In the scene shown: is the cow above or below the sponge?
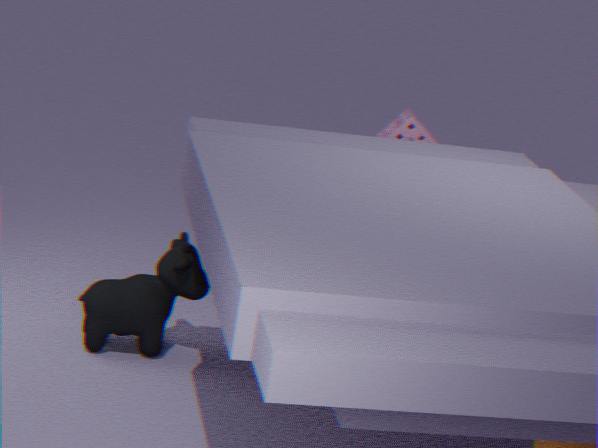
below
